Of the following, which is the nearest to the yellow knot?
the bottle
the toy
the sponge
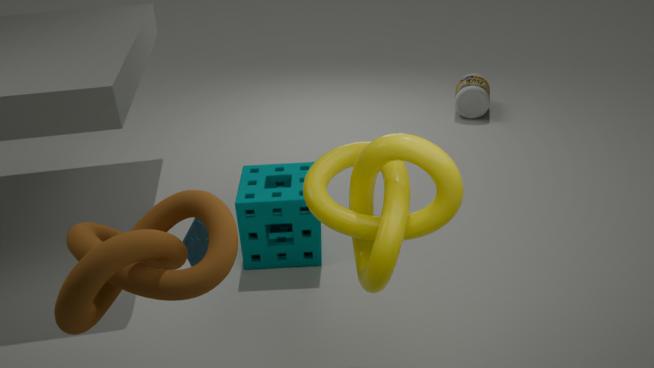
the toy
